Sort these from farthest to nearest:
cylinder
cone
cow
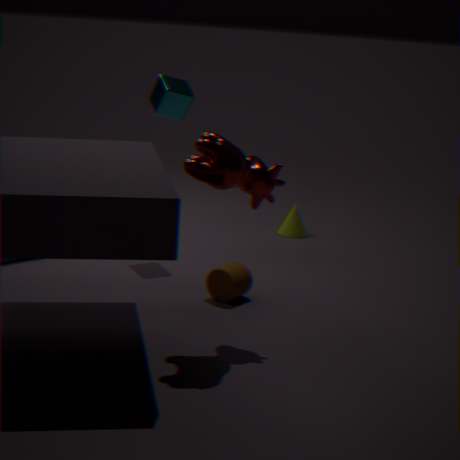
cone → cylinder → cow
